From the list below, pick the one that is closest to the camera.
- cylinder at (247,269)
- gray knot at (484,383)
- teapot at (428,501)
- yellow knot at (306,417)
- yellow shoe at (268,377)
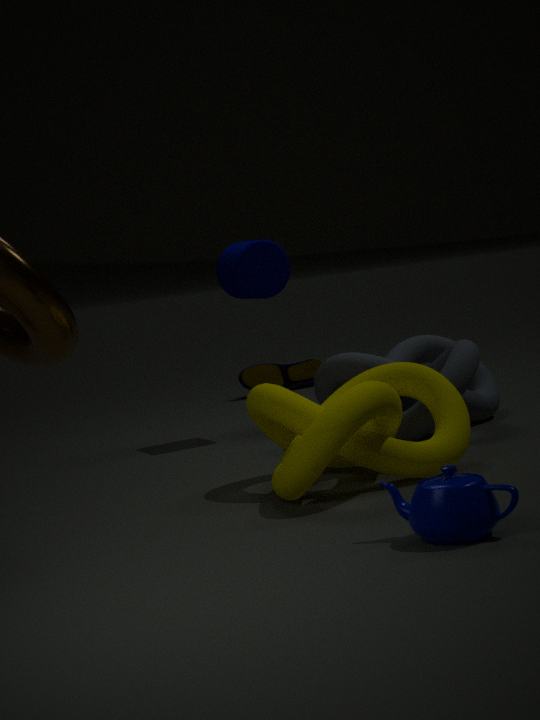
teapot at (428,501)
